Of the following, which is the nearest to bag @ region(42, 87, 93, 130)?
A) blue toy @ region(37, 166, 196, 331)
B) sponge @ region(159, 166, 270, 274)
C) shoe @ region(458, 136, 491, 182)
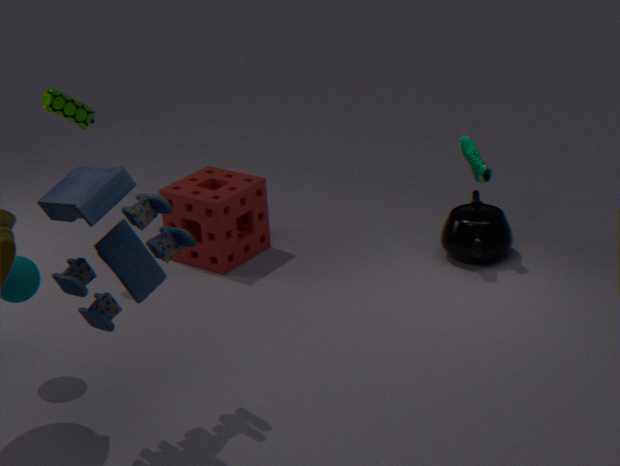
sponge @ region(159, 166, 270, 274)
